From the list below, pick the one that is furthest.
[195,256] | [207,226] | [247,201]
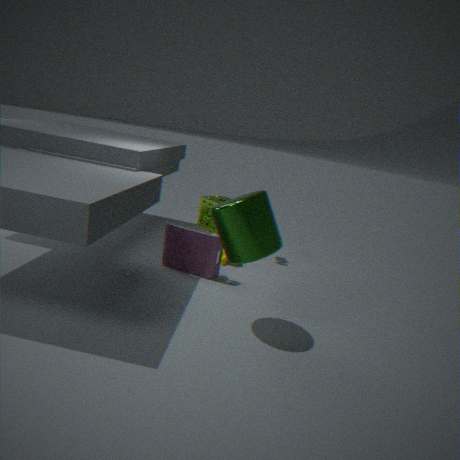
[207,226]
